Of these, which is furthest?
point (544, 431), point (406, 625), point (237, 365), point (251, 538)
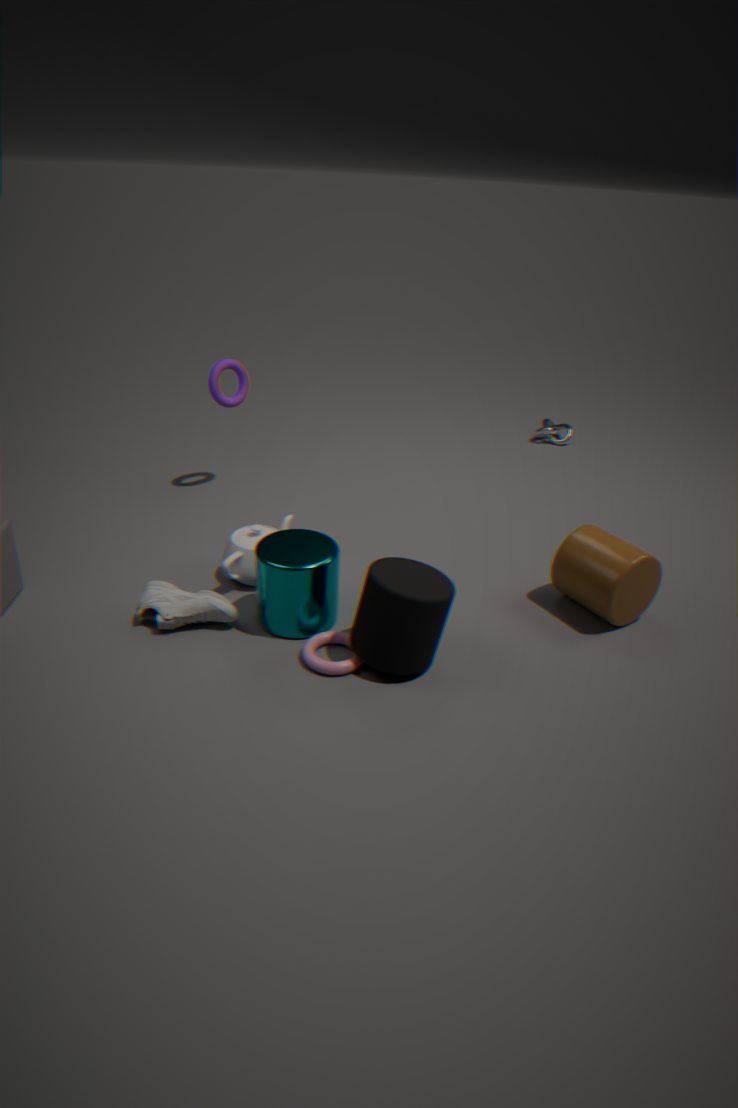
point (544, 431)
